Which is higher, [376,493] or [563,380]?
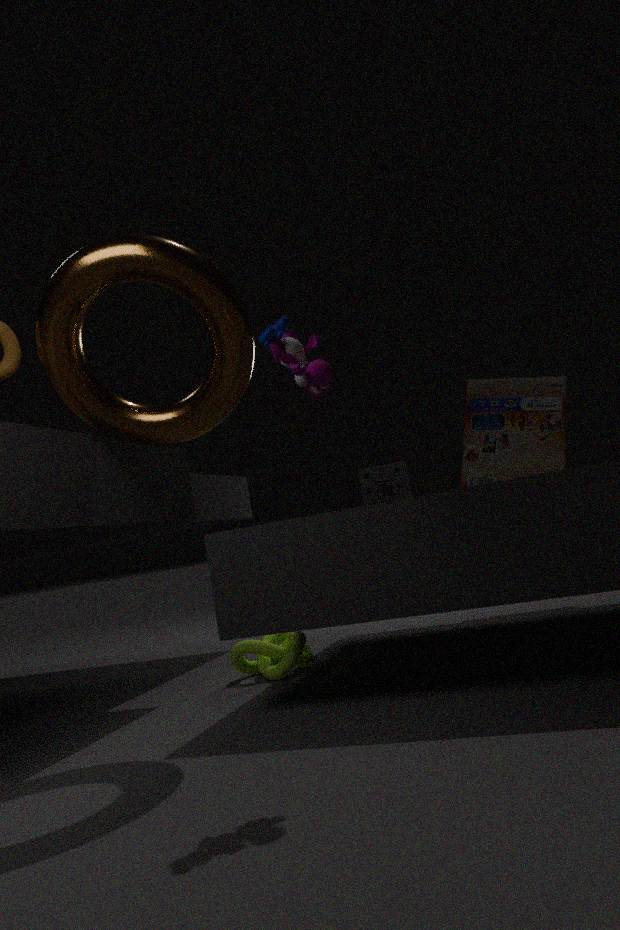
[563,380]
